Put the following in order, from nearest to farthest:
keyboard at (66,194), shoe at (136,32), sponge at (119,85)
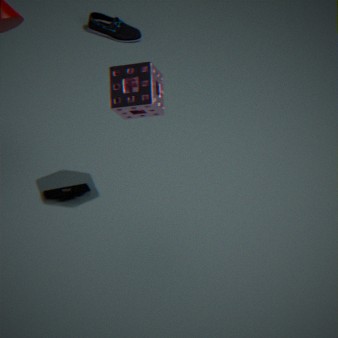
sponge at (119,85)
keyboard at (66,194)
shoe at (136,32)
